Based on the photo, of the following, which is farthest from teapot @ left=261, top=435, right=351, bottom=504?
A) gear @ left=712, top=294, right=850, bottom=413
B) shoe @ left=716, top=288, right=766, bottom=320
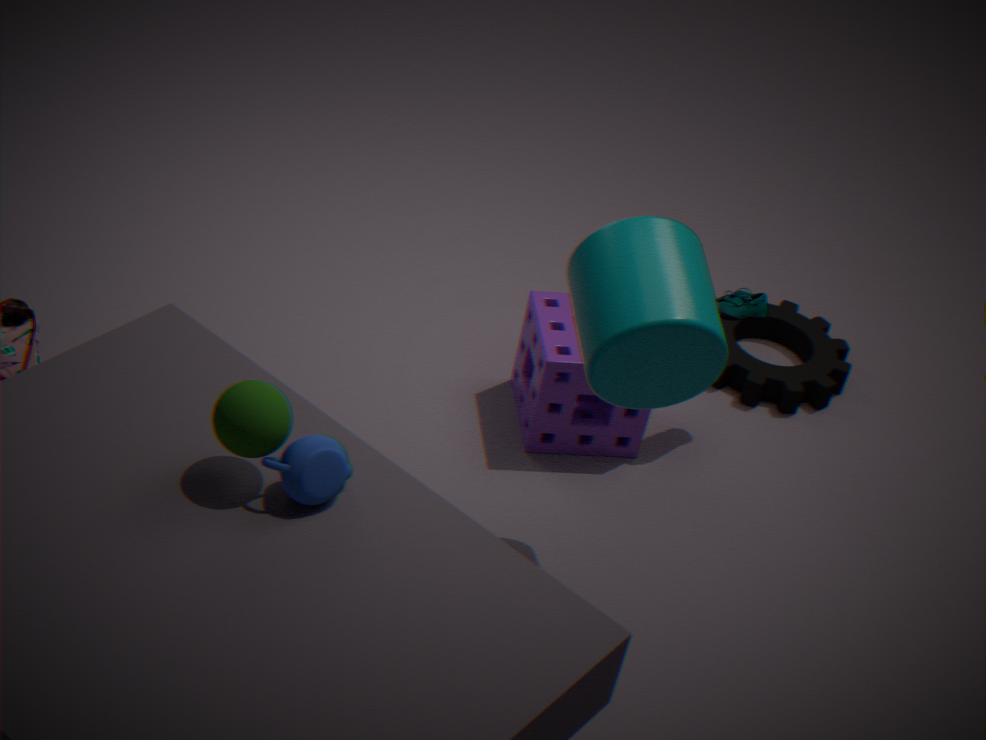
gear @ left=712, top=294, right=850, bottom=413
